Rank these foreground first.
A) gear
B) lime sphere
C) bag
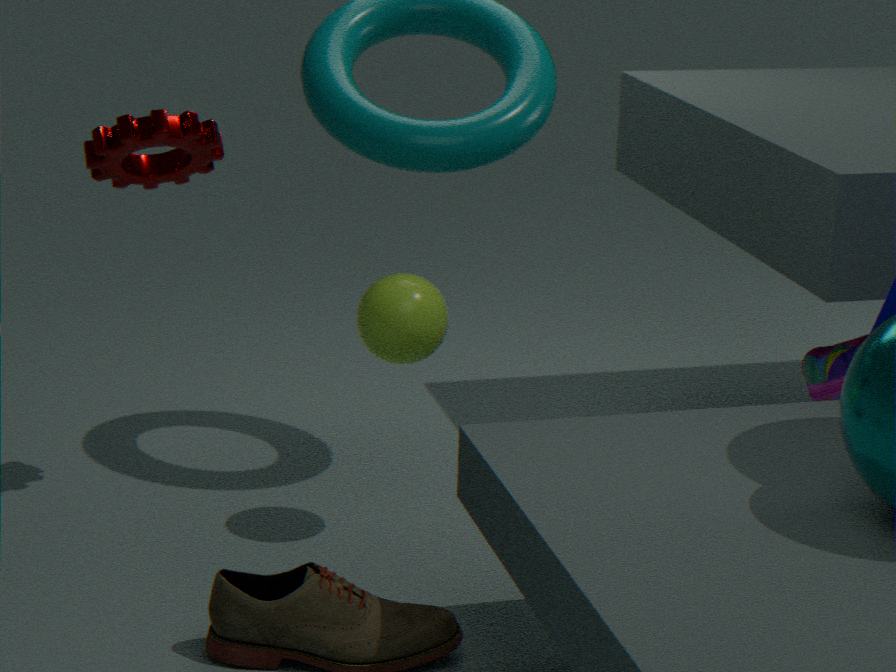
lime sphere < gear < bag
